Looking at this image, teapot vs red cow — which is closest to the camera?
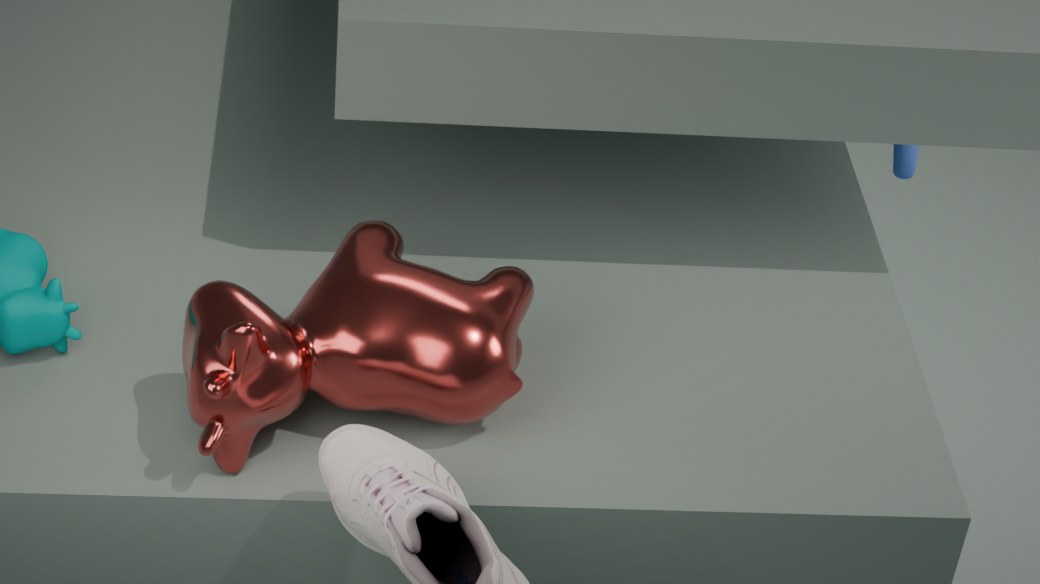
red cow
